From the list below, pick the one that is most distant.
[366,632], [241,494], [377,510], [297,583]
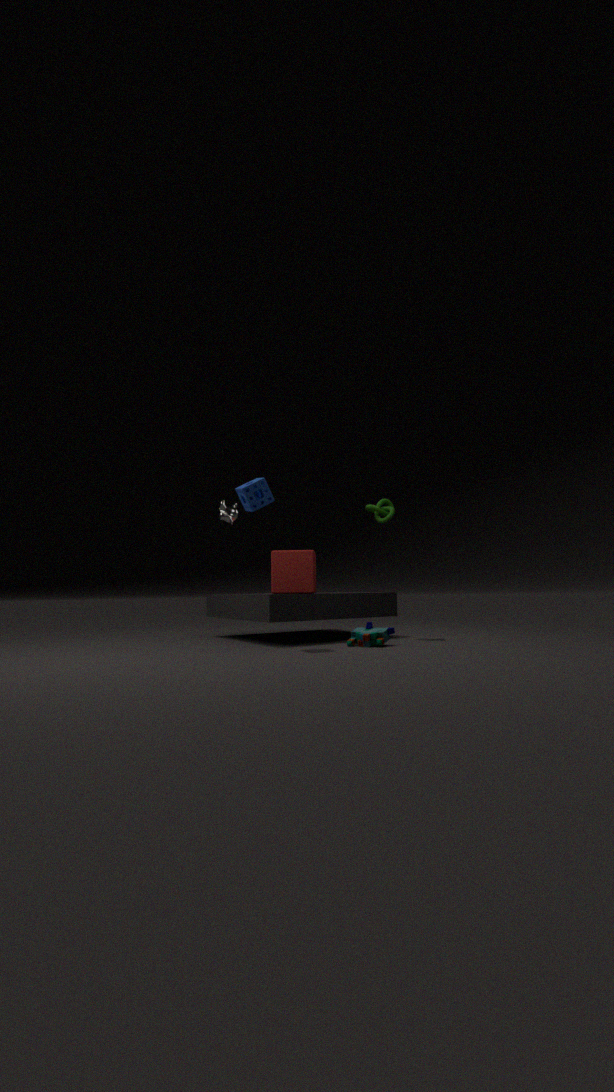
[377,510]
